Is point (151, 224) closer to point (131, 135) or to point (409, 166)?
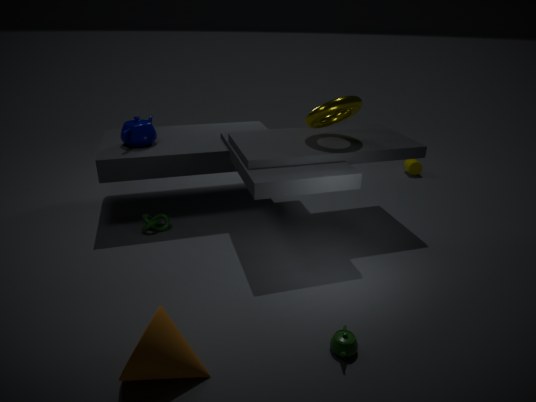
point (131, 135)
